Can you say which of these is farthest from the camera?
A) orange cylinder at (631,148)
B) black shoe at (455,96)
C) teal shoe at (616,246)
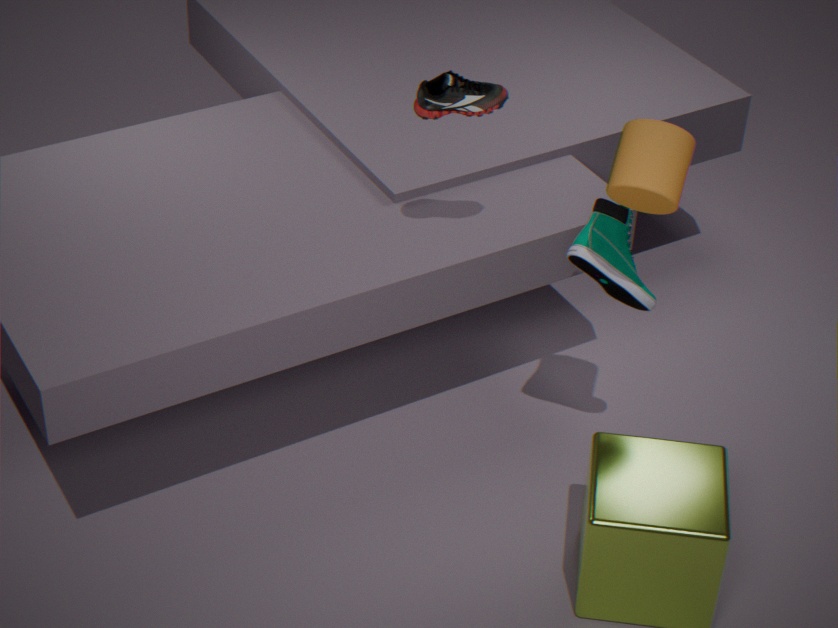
teal shoe at (616,246)
